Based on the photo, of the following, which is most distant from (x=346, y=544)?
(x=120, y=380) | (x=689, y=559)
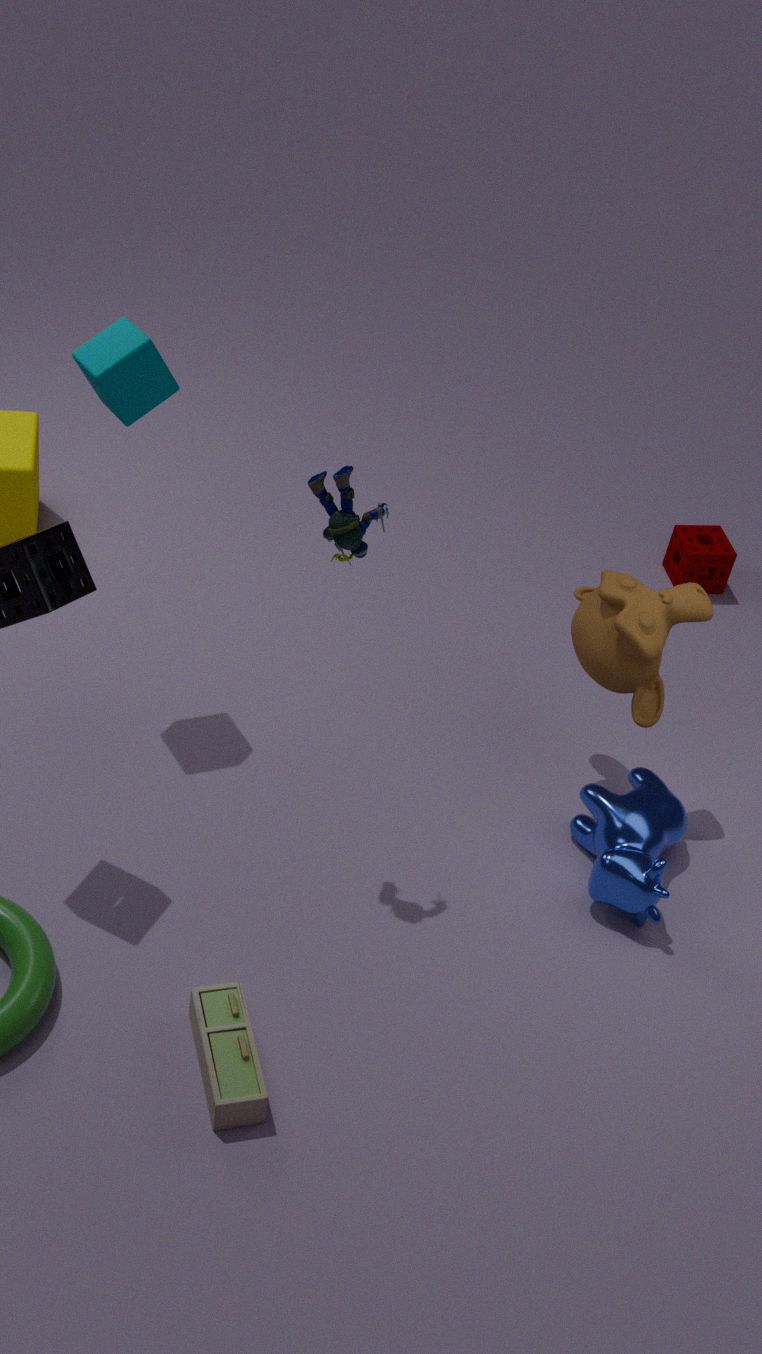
(x=689, y=559)
